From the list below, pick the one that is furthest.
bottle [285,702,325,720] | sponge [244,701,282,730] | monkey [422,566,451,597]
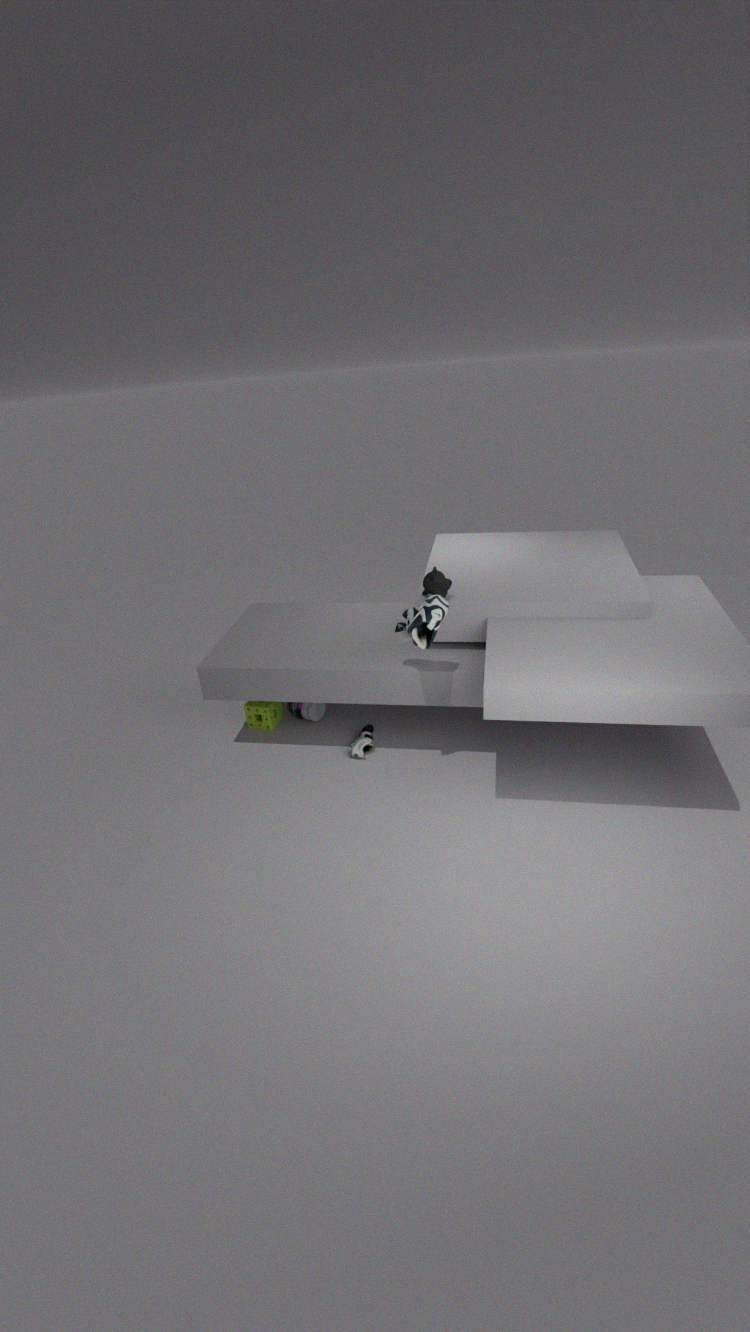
bottle [285,702,325,720]
